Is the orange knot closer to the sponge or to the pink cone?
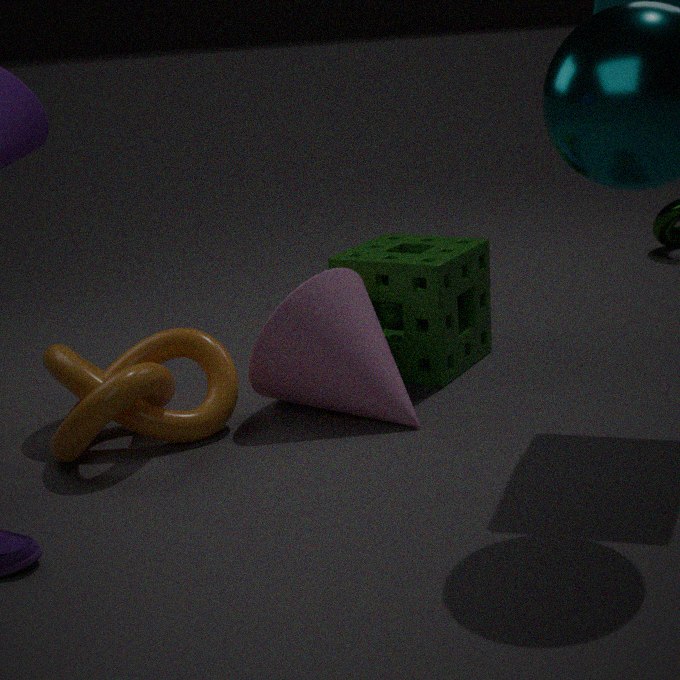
the pink cone
